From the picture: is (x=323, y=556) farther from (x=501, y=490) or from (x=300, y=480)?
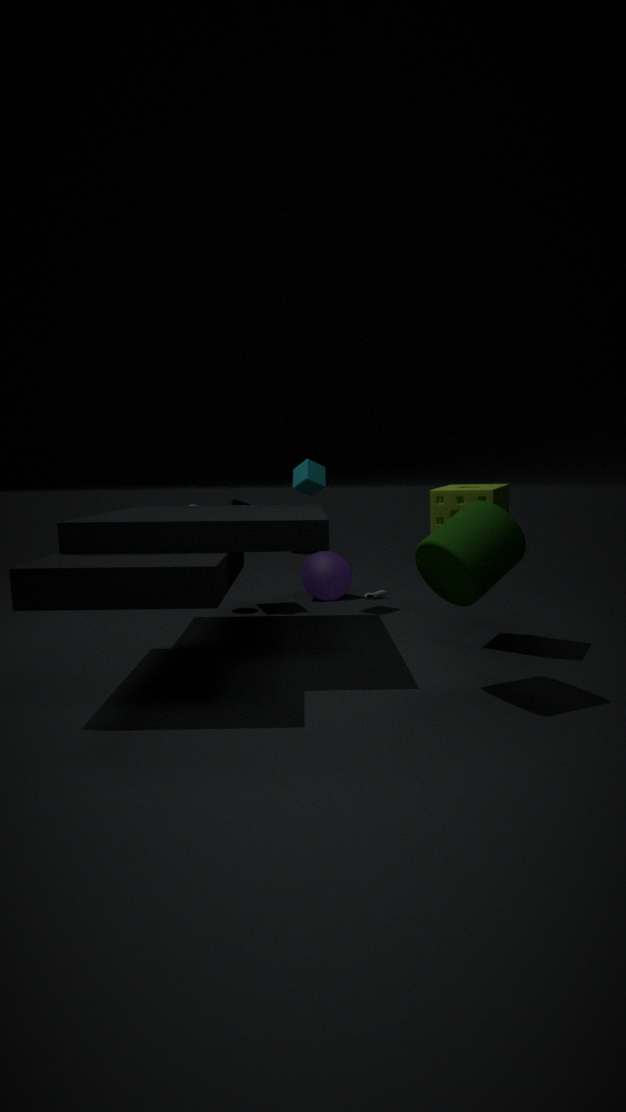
(x=501, y=490)
